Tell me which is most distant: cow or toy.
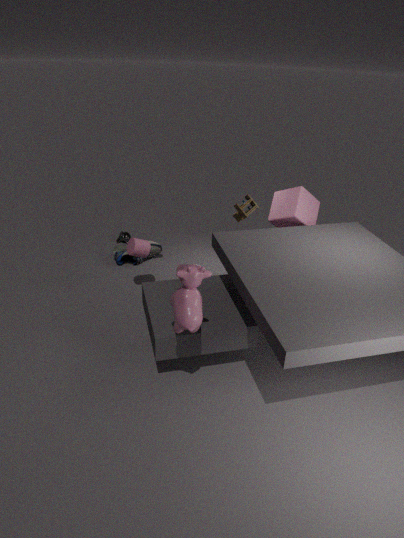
toy
